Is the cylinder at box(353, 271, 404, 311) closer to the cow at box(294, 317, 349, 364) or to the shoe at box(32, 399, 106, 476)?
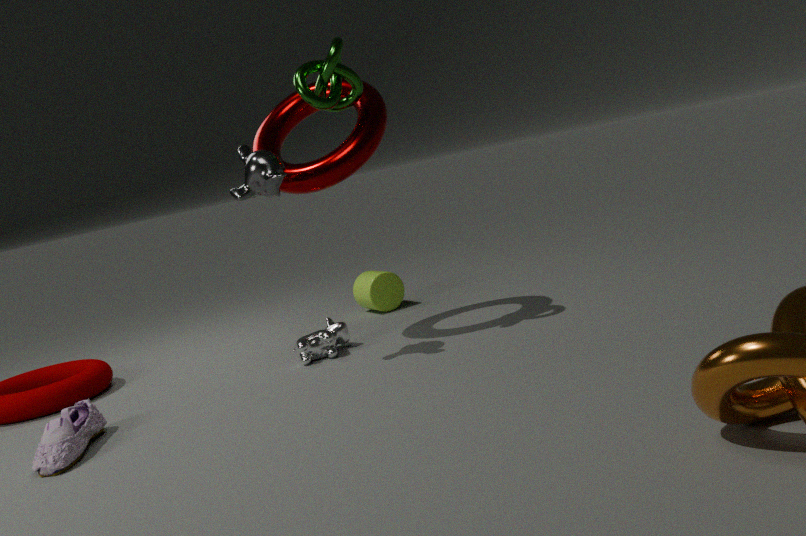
the cow at box(294, 317, 349, 364)
